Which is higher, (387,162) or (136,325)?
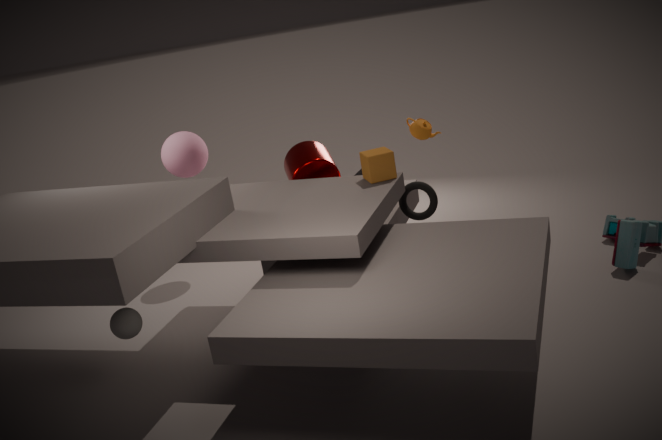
(387,162)
